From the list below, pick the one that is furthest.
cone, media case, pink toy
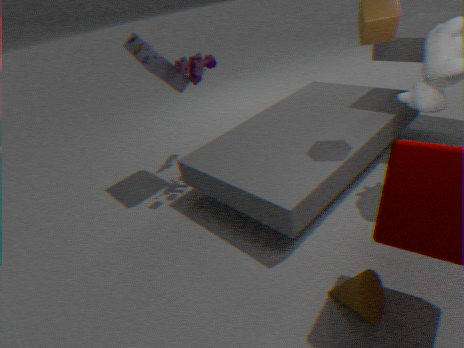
media case
